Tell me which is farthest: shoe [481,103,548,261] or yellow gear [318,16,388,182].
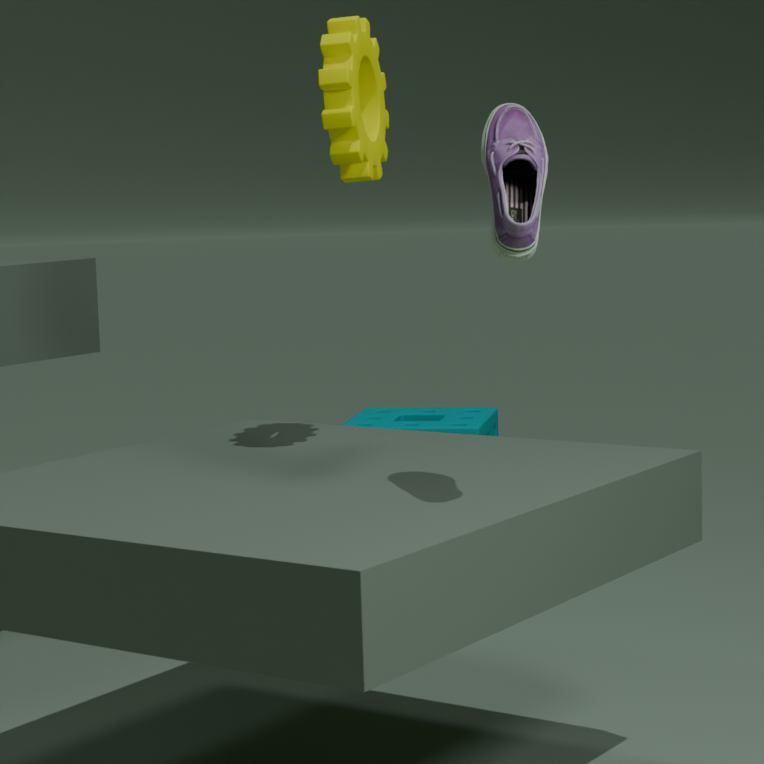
yellow gear [318,16,388,182]
